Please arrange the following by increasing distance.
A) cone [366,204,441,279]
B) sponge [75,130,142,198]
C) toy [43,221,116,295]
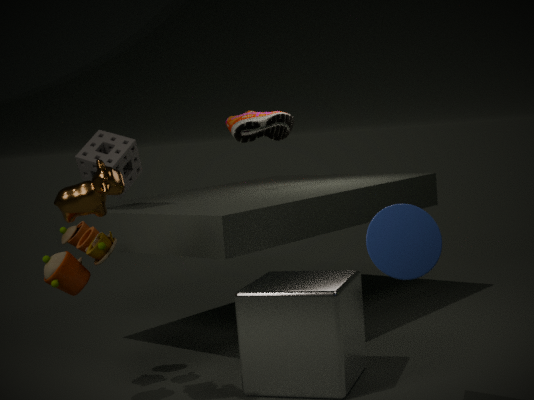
cone [366,204,441,279], toy [43,221,116,295], sponge [75,130,142,198]
